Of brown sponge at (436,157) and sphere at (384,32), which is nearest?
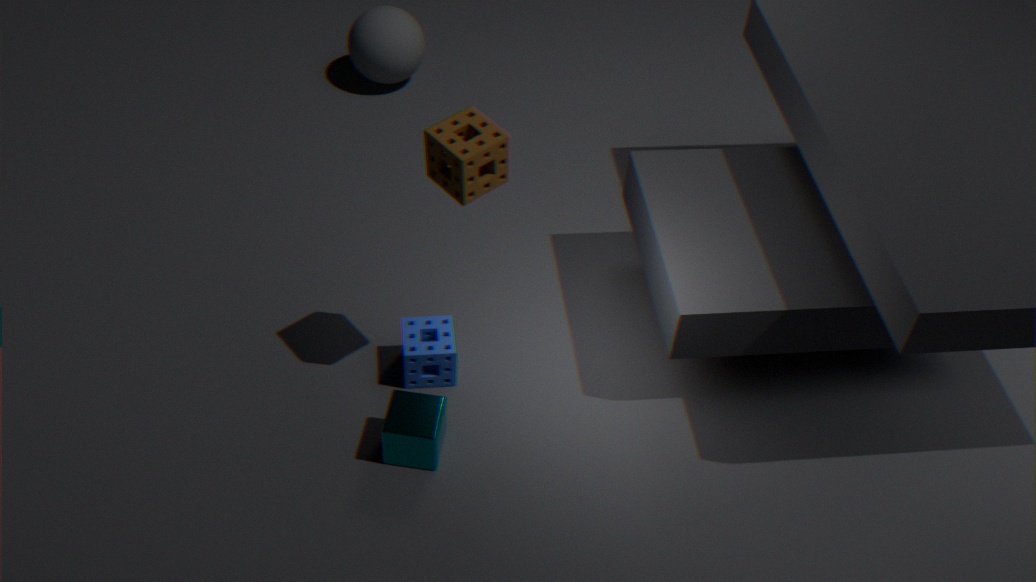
brown sponge at (436,157)
